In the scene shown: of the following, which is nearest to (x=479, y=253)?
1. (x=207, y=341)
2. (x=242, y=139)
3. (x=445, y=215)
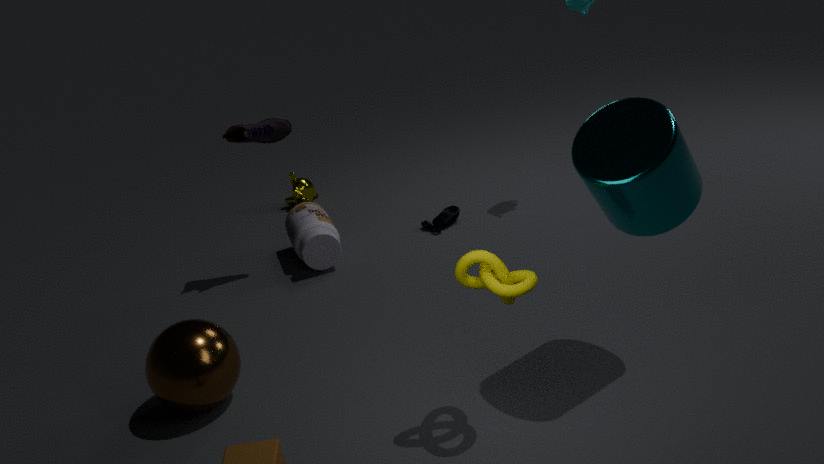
(x=207, y=341)
